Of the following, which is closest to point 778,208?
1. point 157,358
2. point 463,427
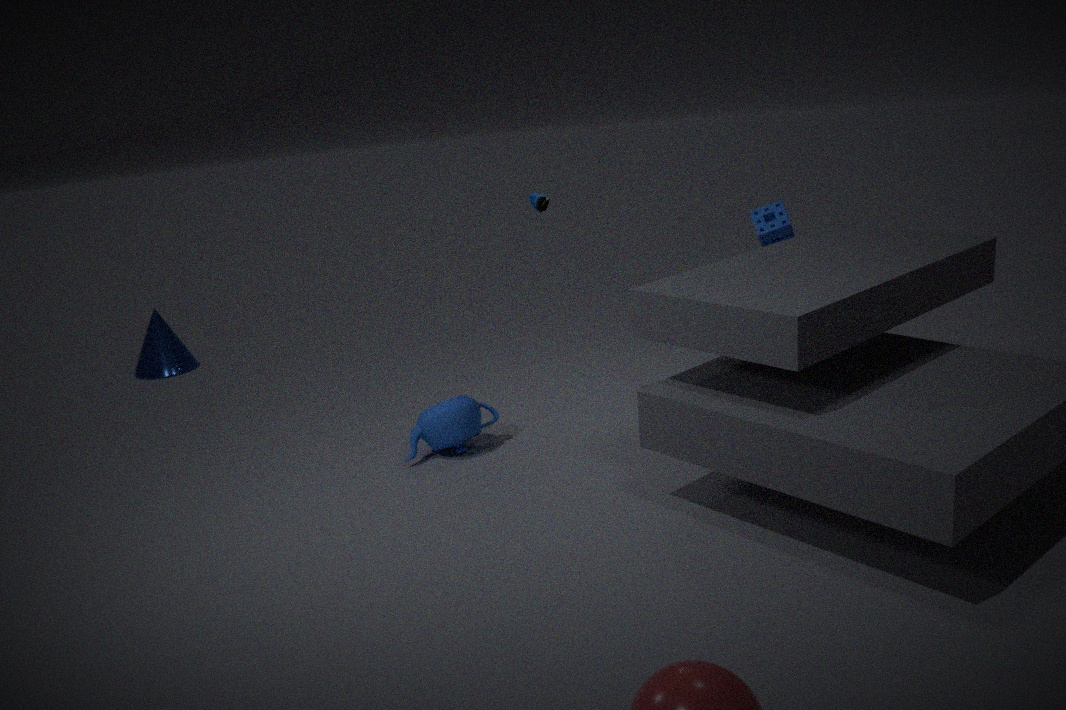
point 463,427
